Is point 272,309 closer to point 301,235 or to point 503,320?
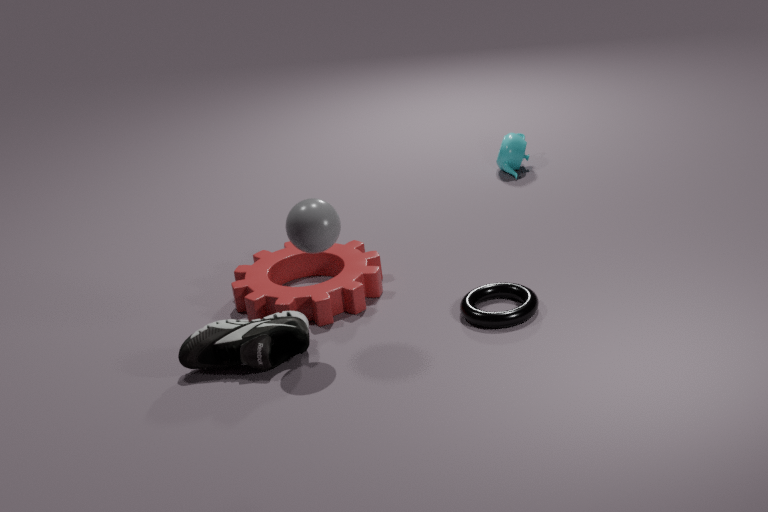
point 301,235
